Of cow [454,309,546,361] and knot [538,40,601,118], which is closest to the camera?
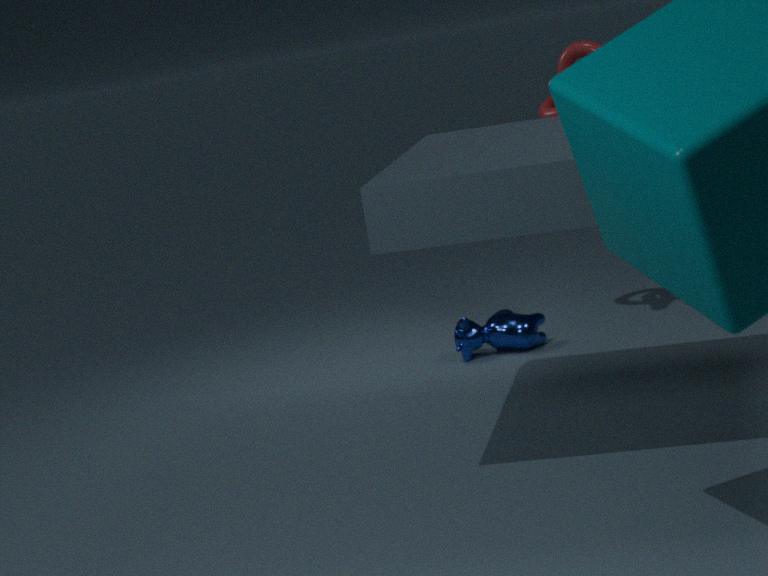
knot [538,40,601,118]
